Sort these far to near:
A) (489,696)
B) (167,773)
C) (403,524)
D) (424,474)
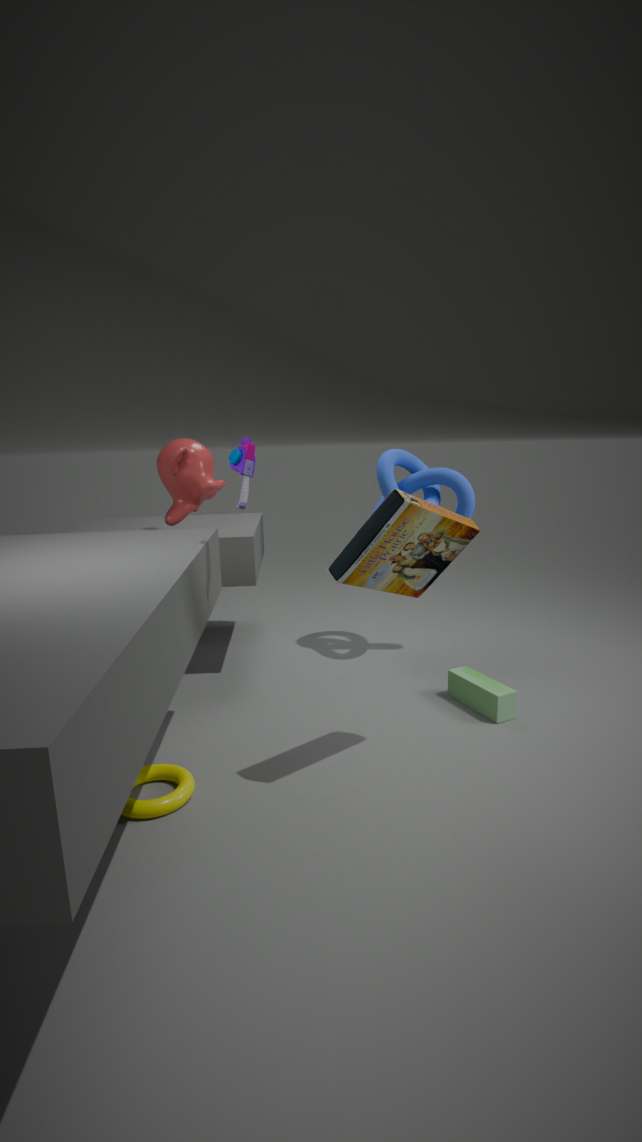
(424,474) → (489,696) → (167,773) → (403,524)
